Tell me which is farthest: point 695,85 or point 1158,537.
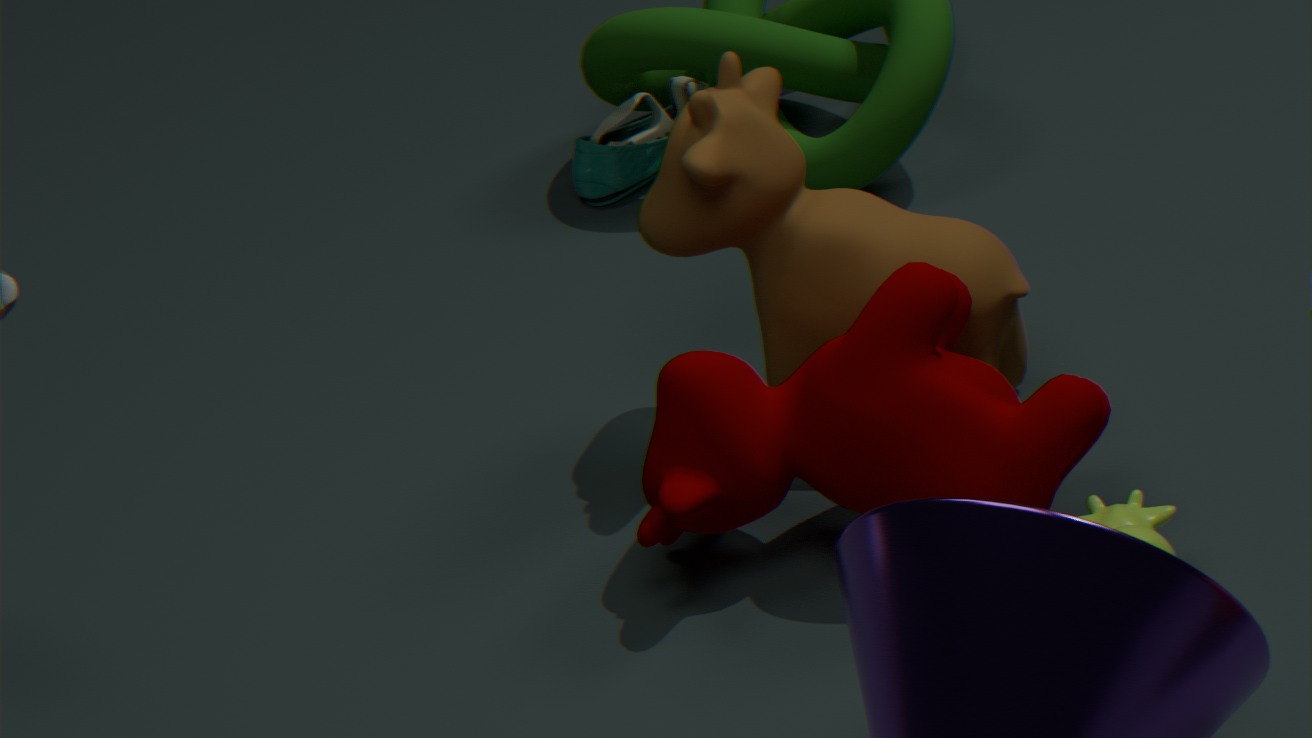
point 695,85
